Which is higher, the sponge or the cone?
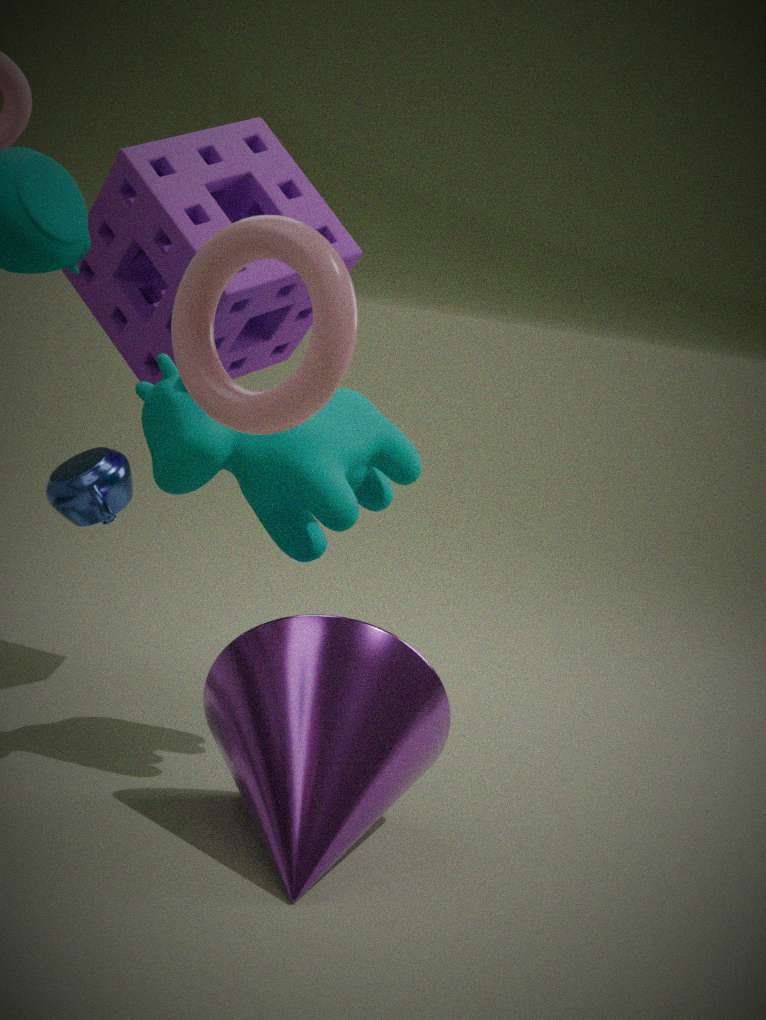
the sponge
